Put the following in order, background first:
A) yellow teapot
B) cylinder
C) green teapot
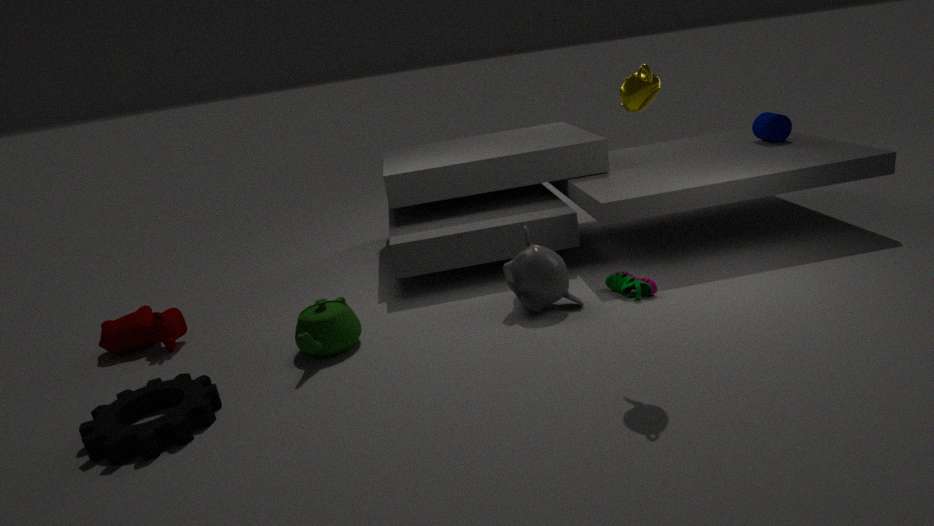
cylinder, green teapot, yellow teapot
